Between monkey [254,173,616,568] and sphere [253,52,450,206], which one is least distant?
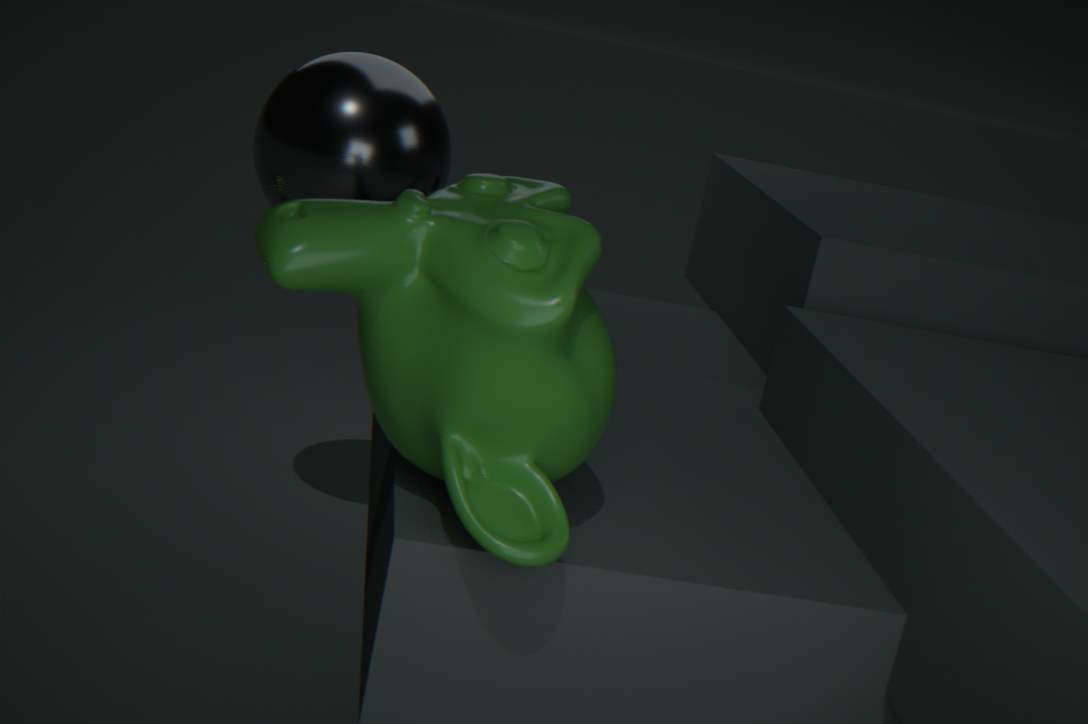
monkey [254,173,616,568]
